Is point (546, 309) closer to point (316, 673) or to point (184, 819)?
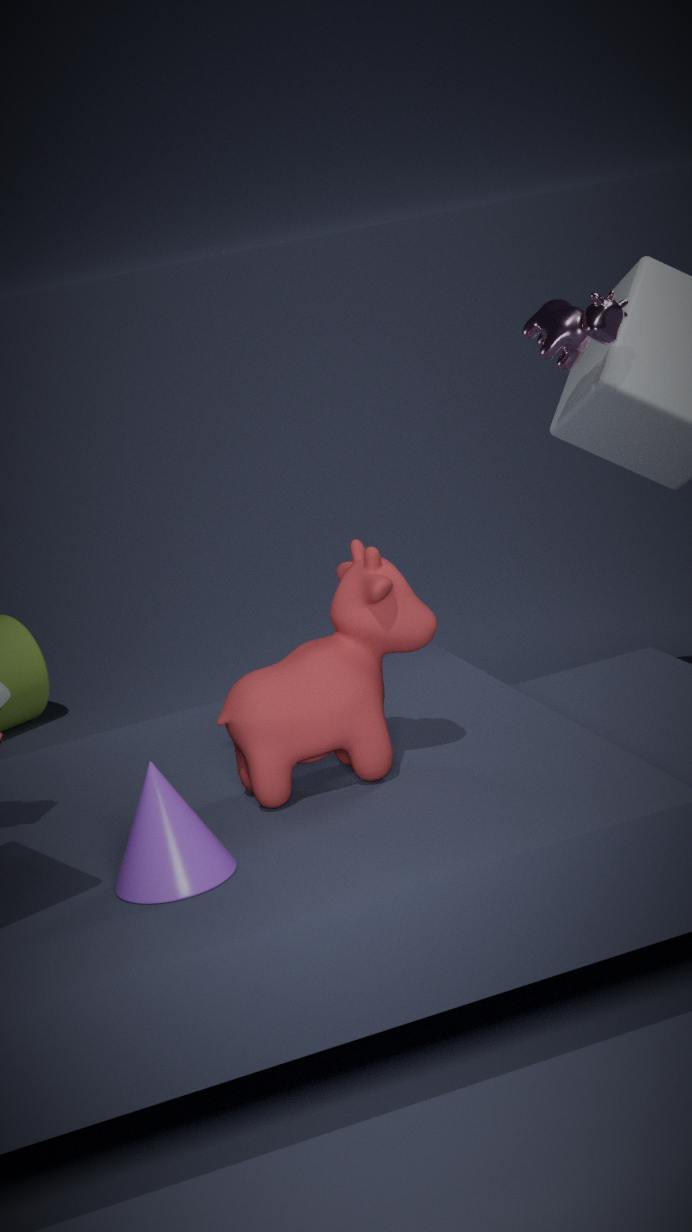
point (316, 673)
